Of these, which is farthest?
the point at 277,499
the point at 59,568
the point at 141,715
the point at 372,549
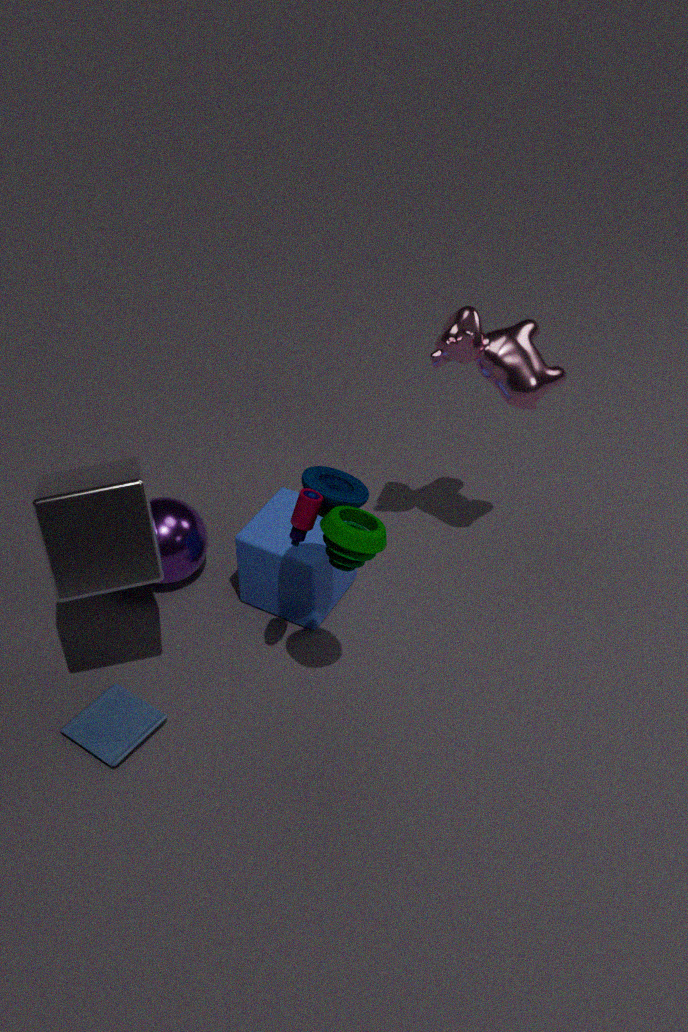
the point at 277,499
